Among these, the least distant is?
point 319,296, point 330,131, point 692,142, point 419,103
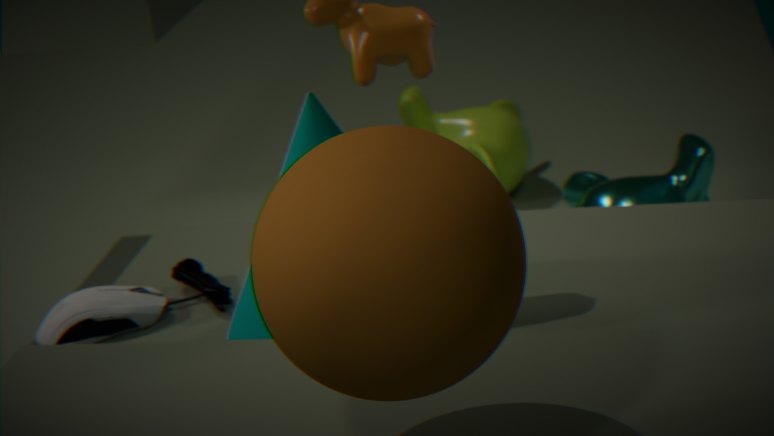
point 319,296
